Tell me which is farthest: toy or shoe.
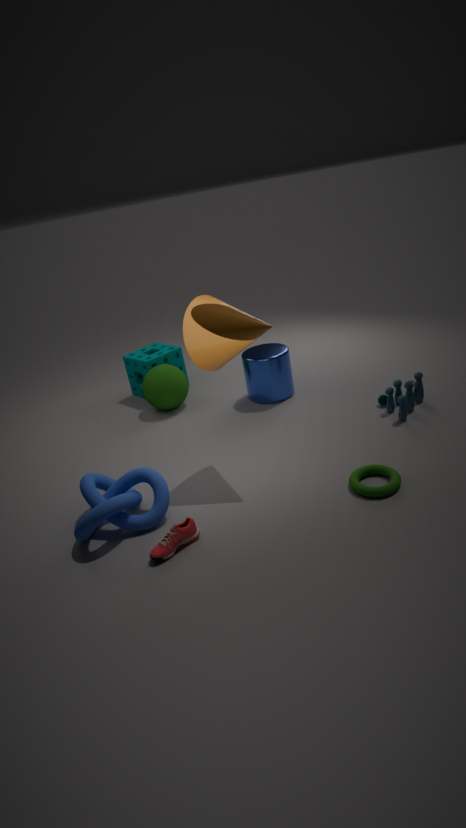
toy
